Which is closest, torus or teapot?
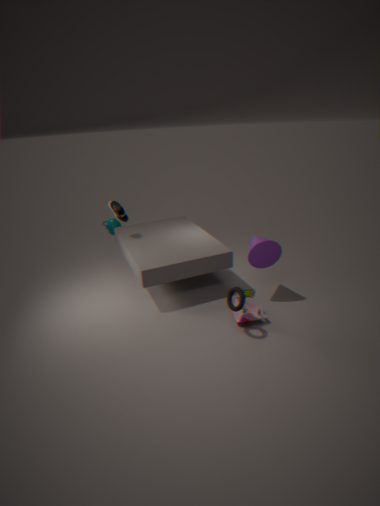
torus
